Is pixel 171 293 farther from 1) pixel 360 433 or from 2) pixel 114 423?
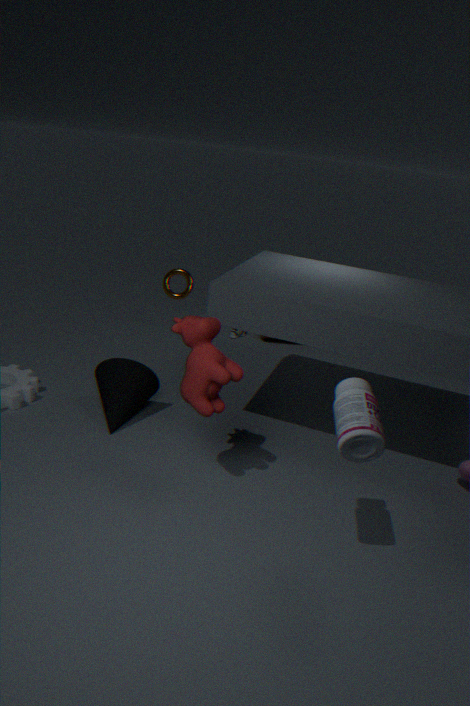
1) pixel 360 433
